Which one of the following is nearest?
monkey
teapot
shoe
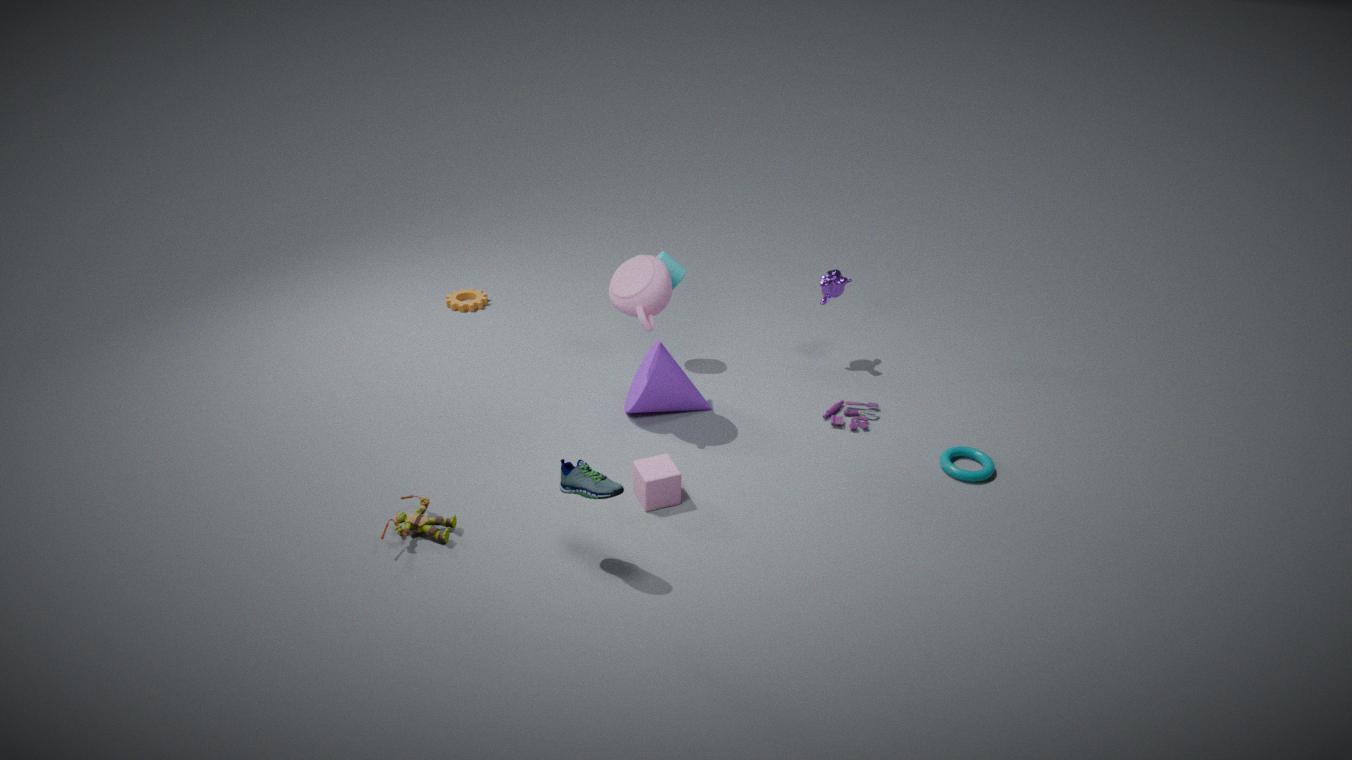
shoe
